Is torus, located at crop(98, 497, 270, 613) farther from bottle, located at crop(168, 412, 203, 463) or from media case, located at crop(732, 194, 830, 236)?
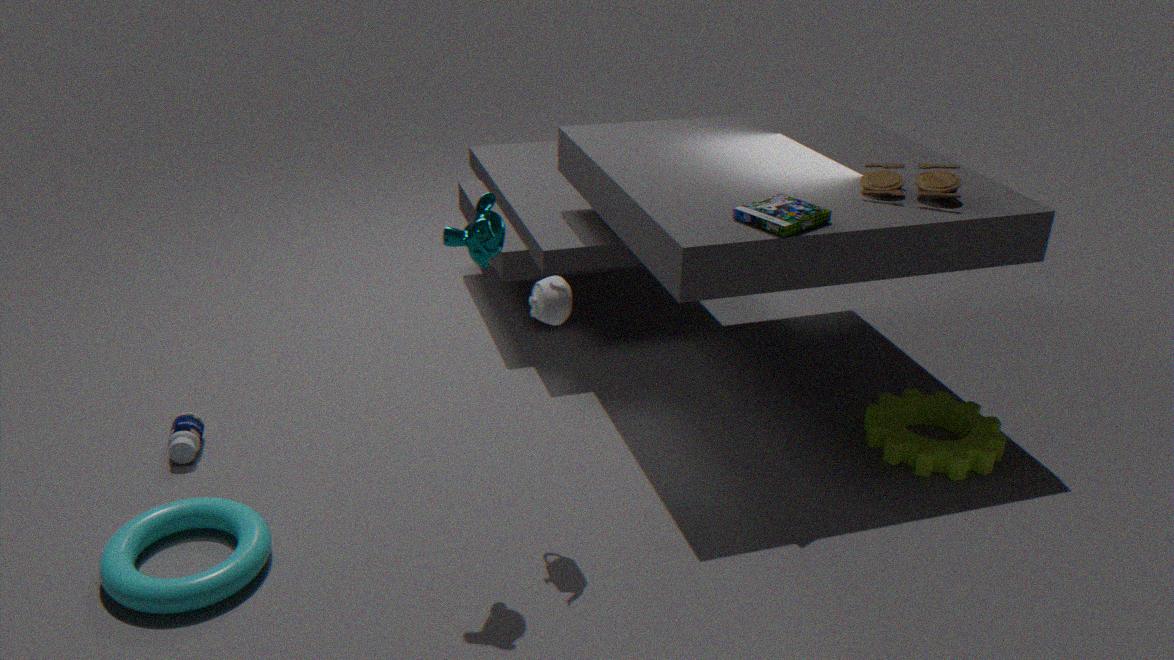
media case, located at crop(732, 194, 830, 236)
